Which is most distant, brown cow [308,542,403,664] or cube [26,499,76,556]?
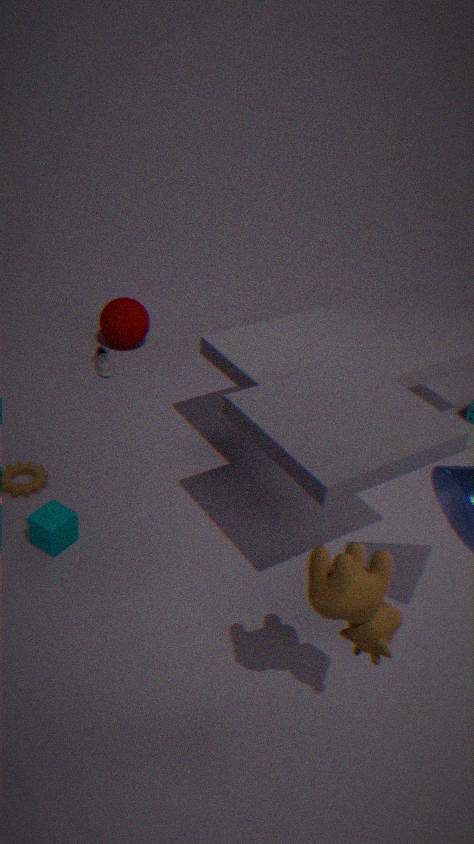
cube [26,499,76,556]
